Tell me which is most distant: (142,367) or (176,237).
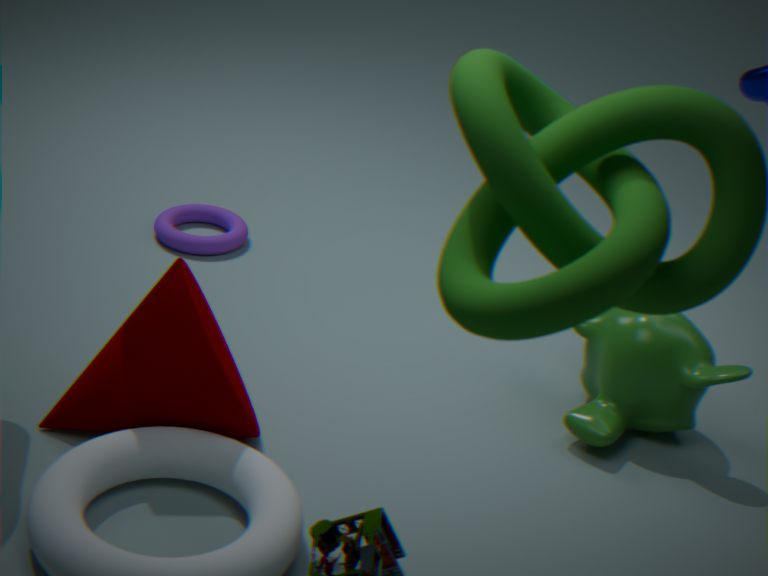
(176,237)
